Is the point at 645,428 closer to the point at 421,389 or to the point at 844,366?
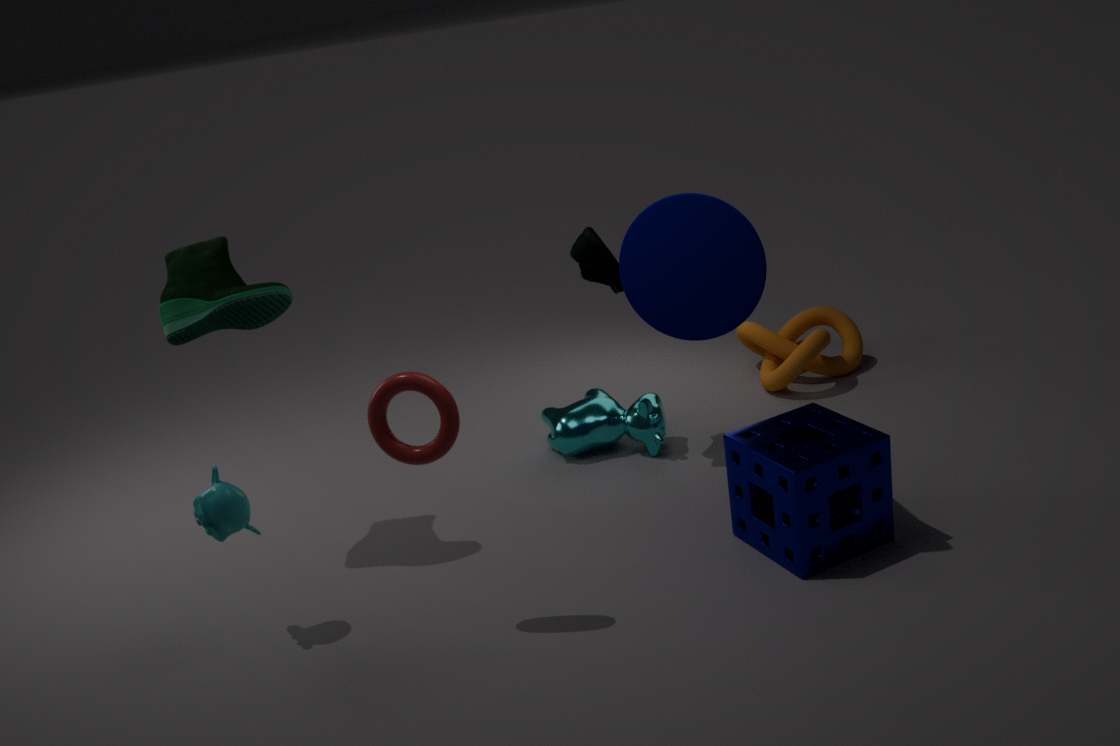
the point at 844,366
